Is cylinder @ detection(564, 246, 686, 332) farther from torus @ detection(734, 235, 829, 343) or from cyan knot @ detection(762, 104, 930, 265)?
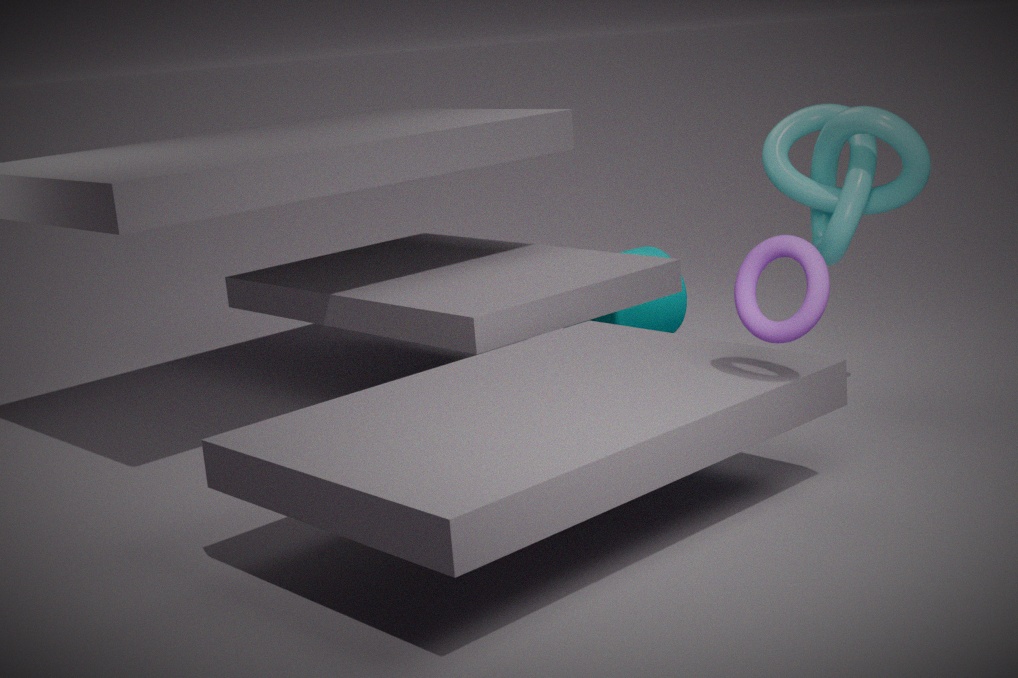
torus @ detection(734, 235, 829, 343)
